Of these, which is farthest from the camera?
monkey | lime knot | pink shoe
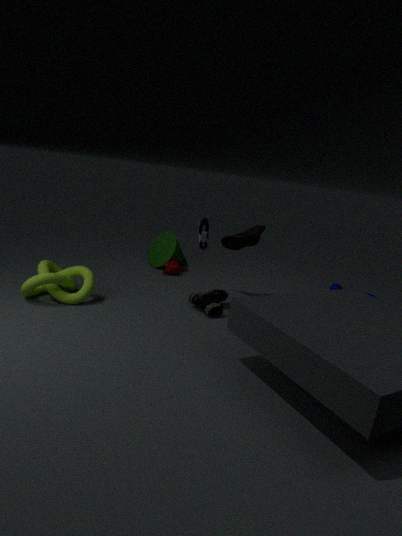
monkey
